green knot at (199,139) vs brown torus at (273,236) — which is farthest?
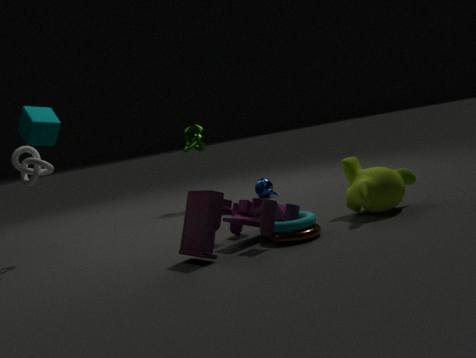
green knot at (199,139)
